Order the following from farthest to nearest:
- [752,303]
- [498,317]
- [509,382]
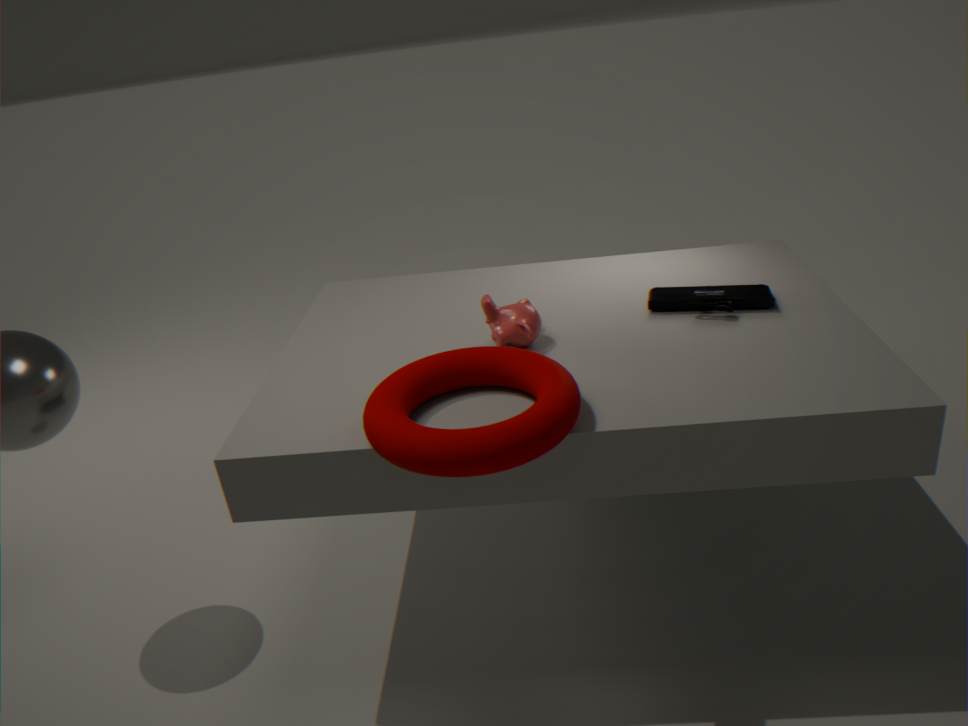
[752,303], [498,317], [509,382]
